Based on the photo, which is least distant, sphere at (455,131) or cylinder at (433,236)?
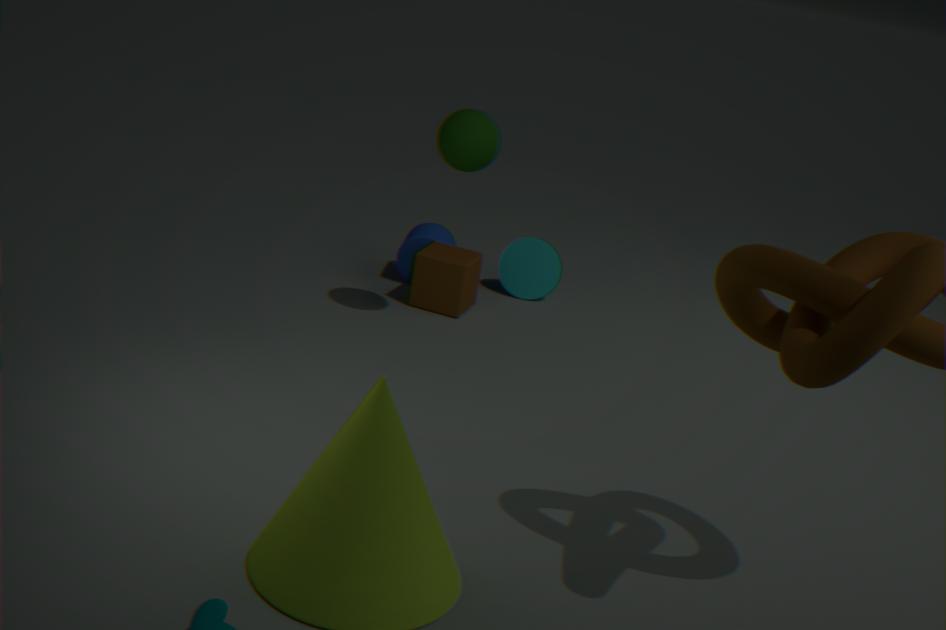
sphere at (455,131)
